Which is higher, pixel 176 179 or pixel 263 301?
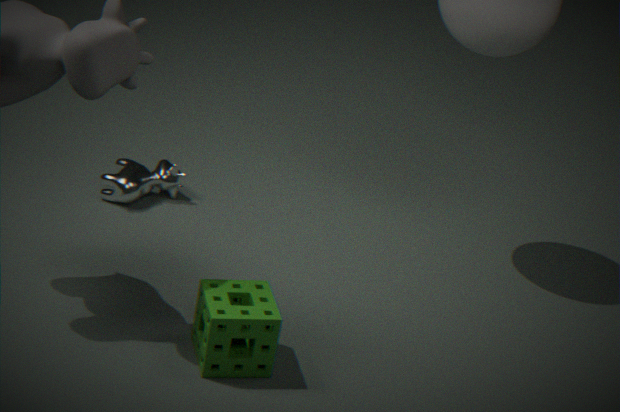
pixel 263 301
